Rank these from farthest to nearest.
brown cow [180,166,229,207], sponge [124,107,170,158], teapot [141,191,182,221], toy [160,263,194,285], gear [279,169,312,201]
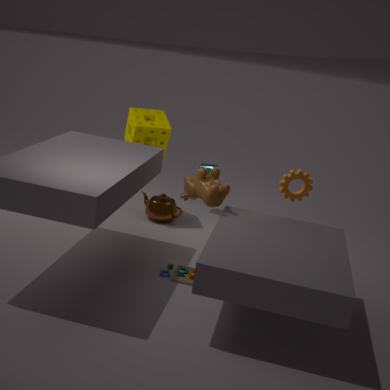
1. teapot [141,191,182,221]
2. sponge [124,107,170,158]
3. gear [279,169,312,201]
4. brown cow [180,166,229,207]
5. toy [160,263,194,285]
